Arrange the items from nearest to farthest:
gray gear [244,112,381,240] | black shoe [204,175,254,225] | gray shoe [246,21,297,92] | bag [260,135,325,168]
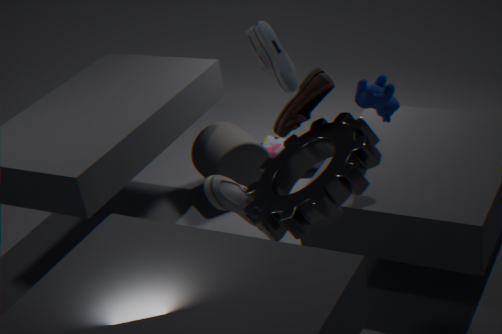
gray gear [244,112,381,240] < black shoe [204,175,254,225] < gray shoe [246,21,297,92] < bag [260,135,325,168]
